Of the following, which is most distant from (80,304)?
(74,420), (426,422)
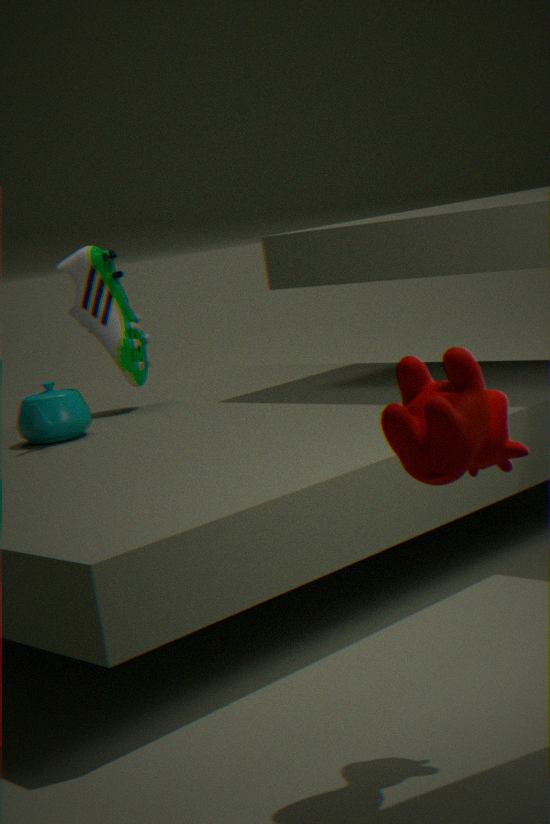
(426,422)
